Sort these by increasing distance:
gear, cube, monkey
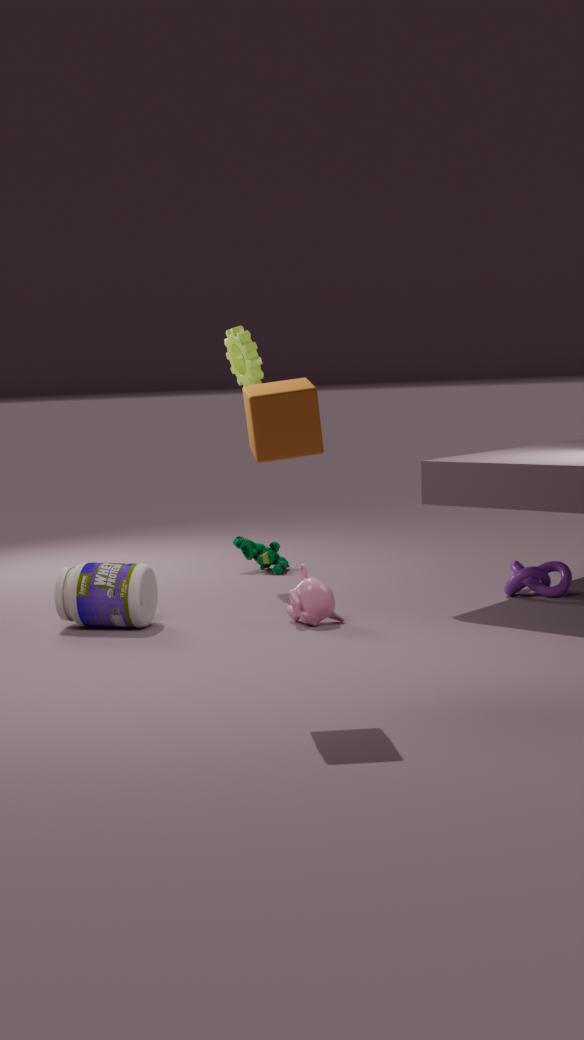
cube < monkey < gear
